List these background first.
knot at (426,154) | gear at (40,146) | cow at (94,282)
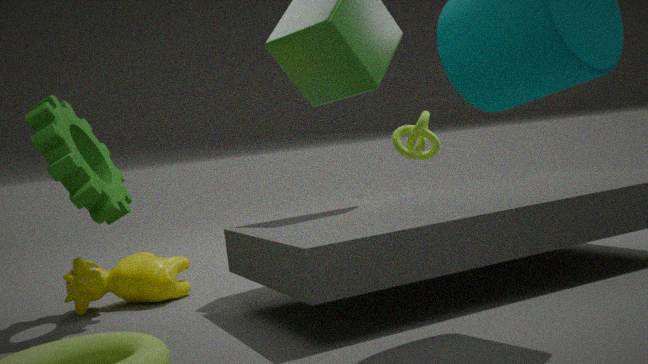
knot at (426,154) < cow at (94,282) < gear at (40,146)
